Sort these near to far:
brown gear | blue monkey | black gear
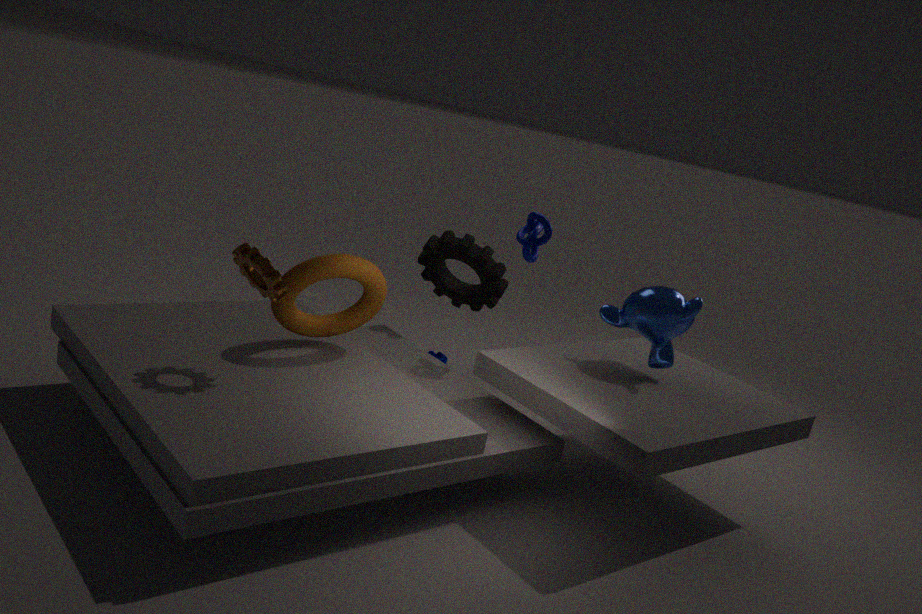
brown gear < blue monkey < black gear
